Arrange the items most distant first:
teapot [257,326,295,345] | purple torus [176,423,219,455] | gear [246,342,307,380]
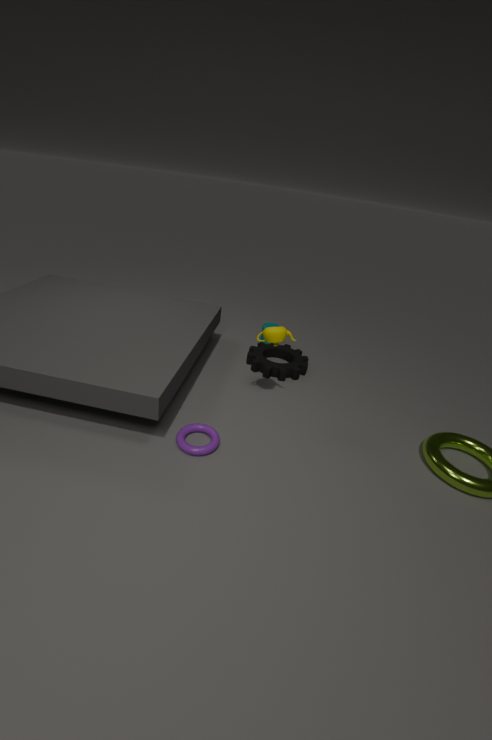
1. gear [246,342,307,380]
2. teapot [257,326,295,345]
3. purple torus [176,423,219,455]
